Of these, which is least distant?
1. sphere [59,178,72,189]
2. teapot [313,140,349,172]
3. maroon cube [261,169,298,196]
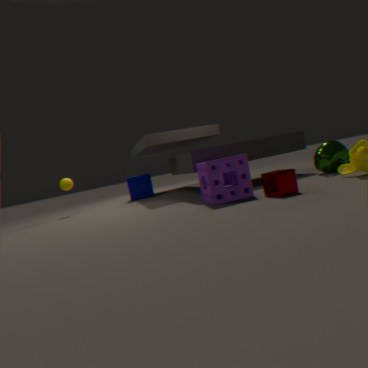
maroon cube [261,169,298,196]
